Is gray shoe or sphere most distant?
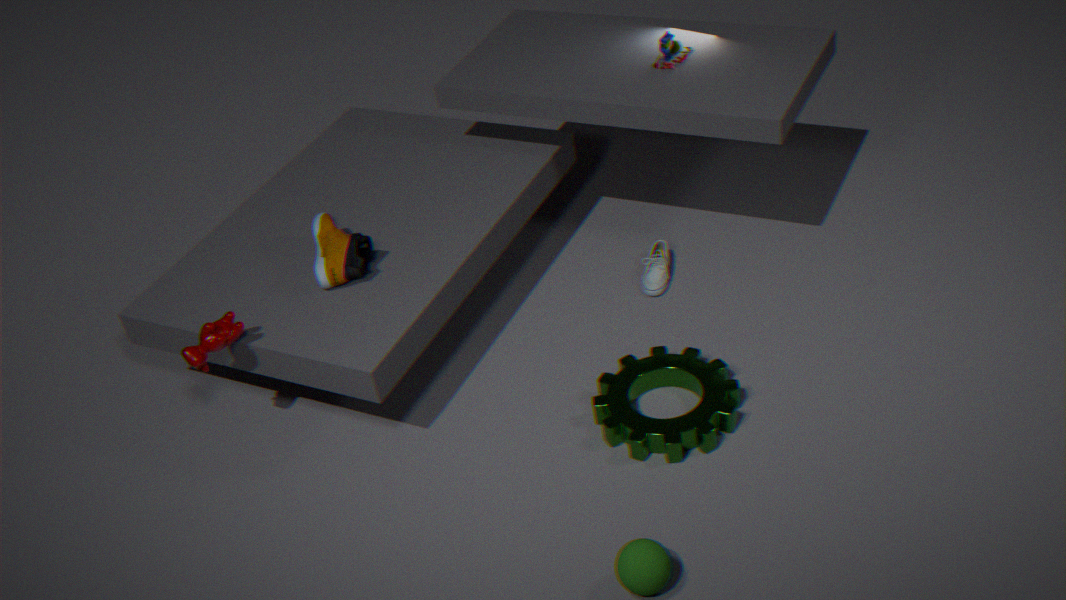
gray shoe
